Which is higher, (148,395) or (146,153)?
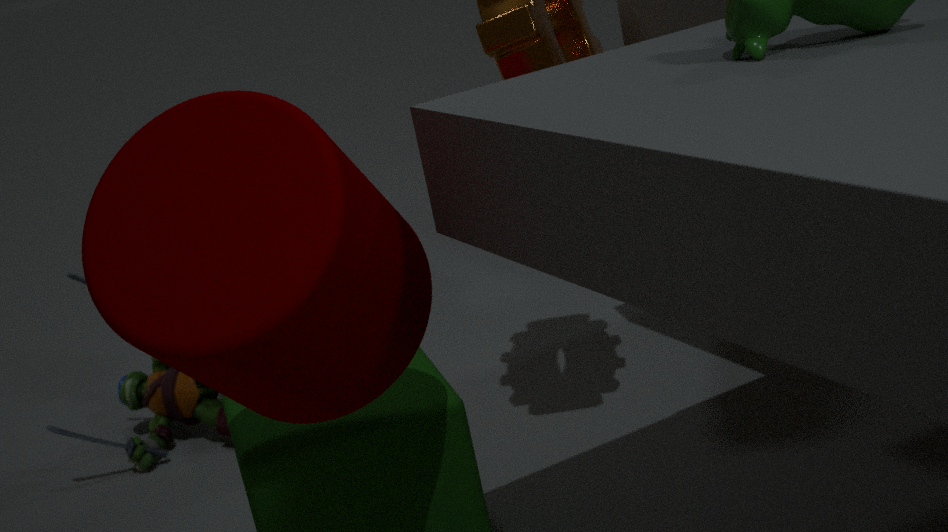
(146,153)
